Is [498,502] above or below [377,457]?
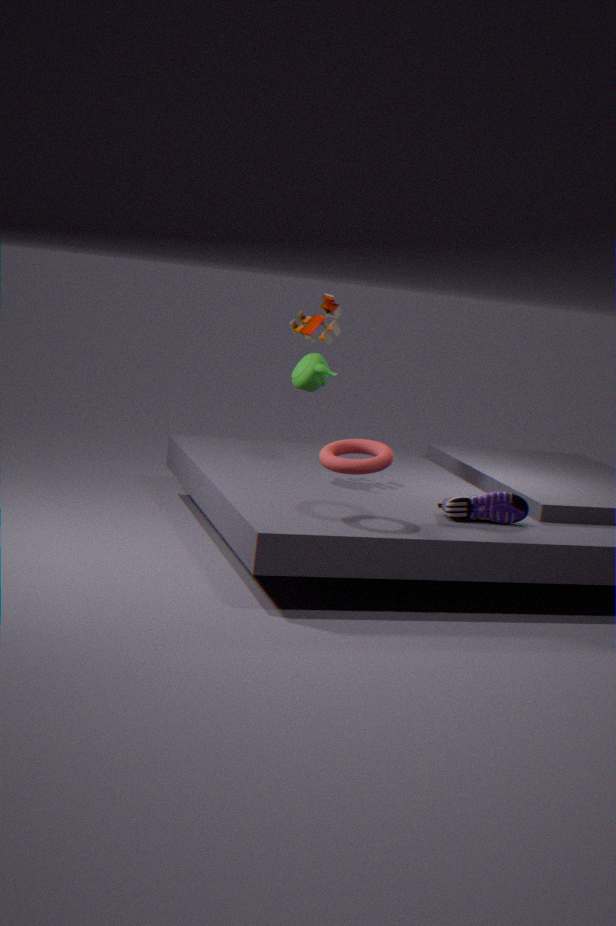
below
